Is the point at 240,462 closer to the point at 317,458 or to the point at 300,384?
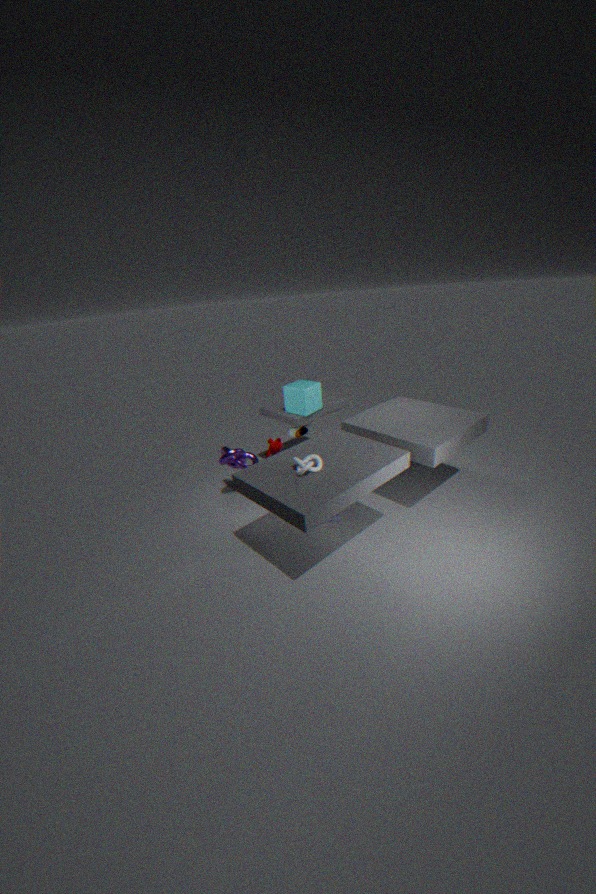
the point at 300,384
